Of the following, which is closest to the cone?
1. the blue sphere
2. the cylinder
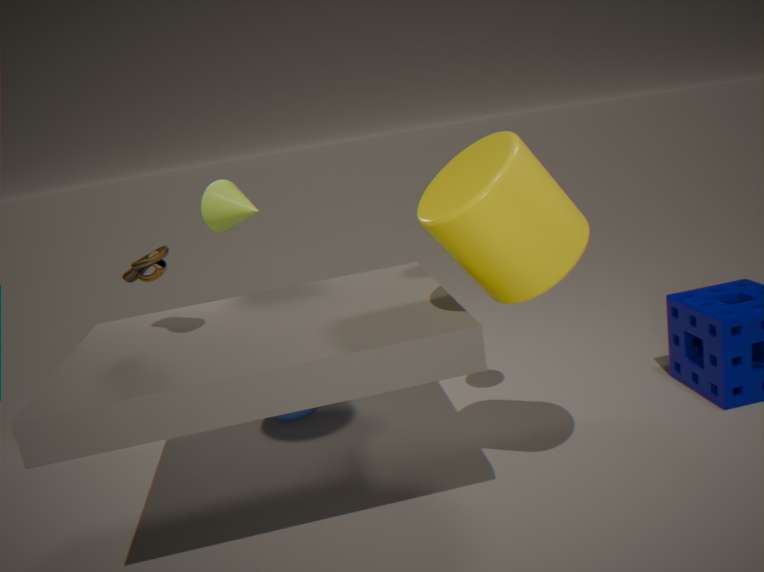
the blue sphere
